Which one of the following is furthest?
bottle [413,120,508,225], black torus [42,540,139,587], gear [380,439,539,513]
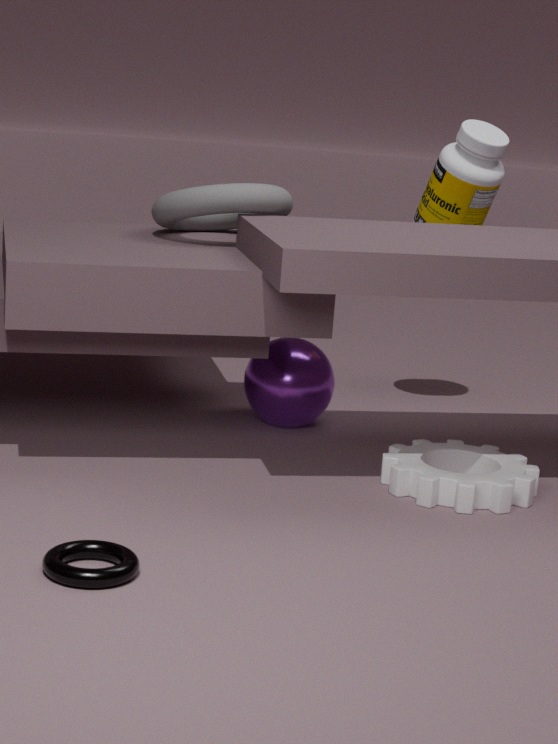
bottle [413,120,508,225]
